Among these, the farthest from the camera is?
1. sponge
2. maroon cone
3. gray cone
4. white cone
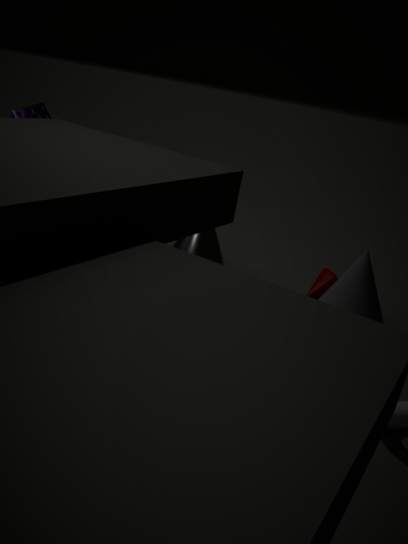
white cone
